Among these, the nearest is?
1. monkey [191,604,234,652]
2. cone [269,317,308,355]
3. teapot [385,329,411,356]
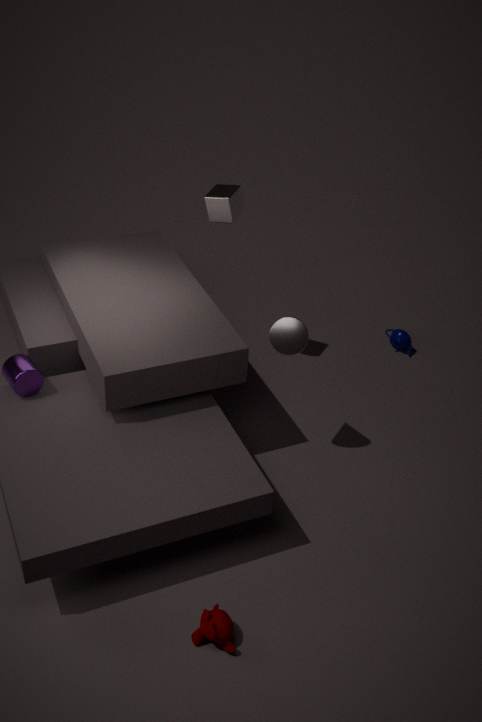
monkey [191,604,234,652]
